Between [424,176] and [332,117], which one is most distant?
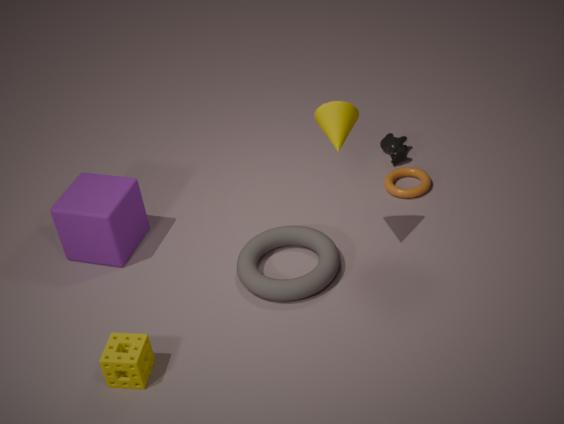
[424,176]
